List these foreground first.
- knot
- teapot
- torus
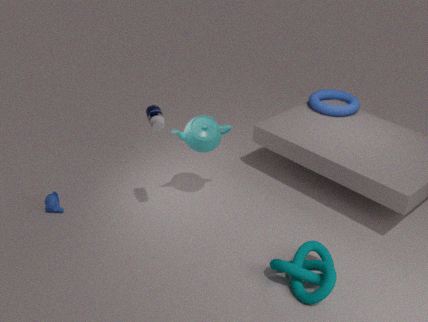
knot
teapot
torus
